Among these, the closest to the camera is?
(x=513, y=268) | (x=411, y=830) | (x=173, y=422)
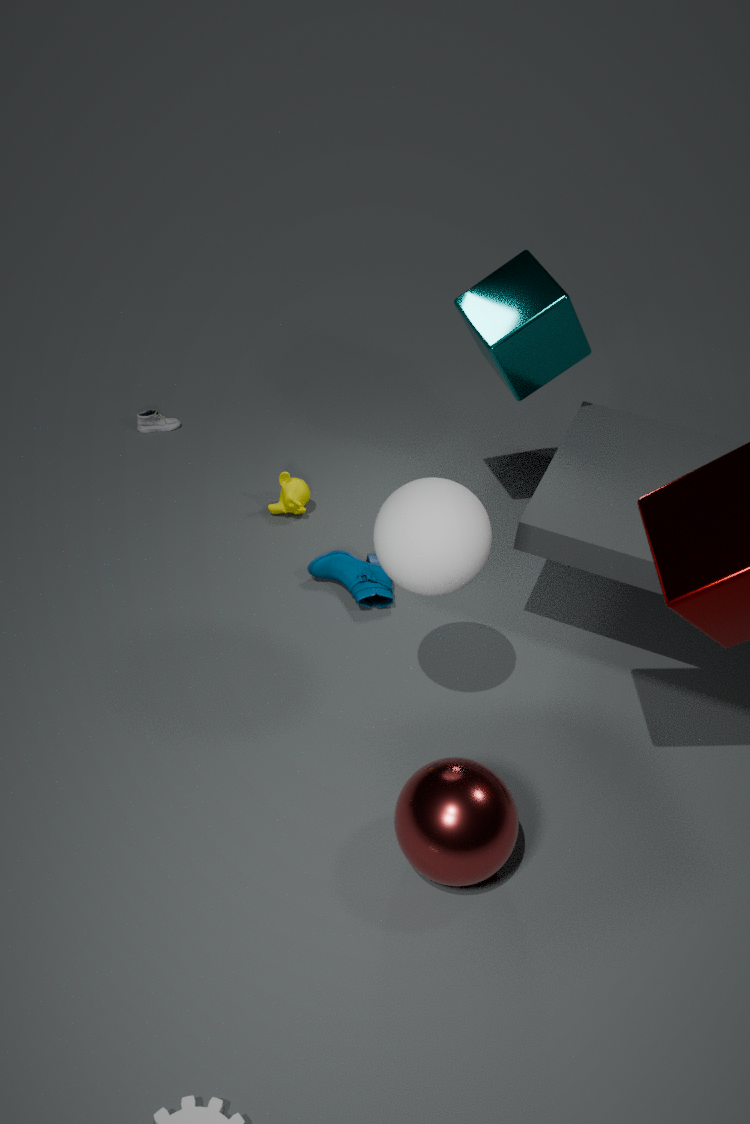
(x=411, y=830)
